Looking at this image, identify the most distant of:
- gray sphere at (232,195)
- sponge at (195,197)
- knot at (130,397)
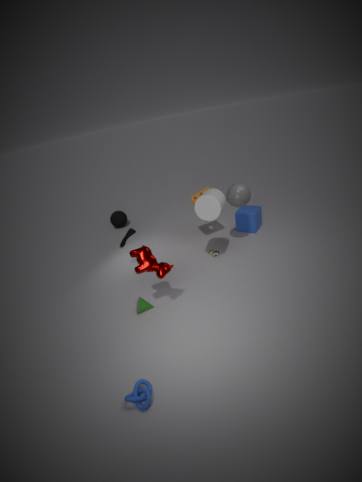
sponge at (195,197)
